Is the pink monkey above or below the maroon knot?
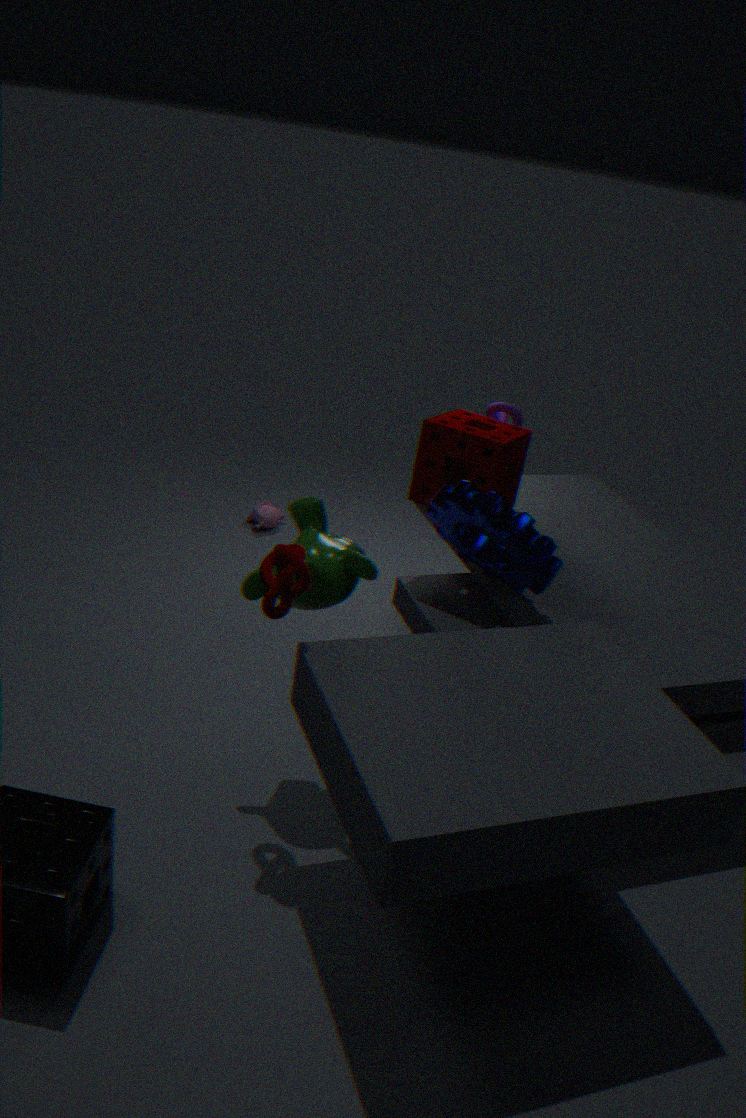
below
